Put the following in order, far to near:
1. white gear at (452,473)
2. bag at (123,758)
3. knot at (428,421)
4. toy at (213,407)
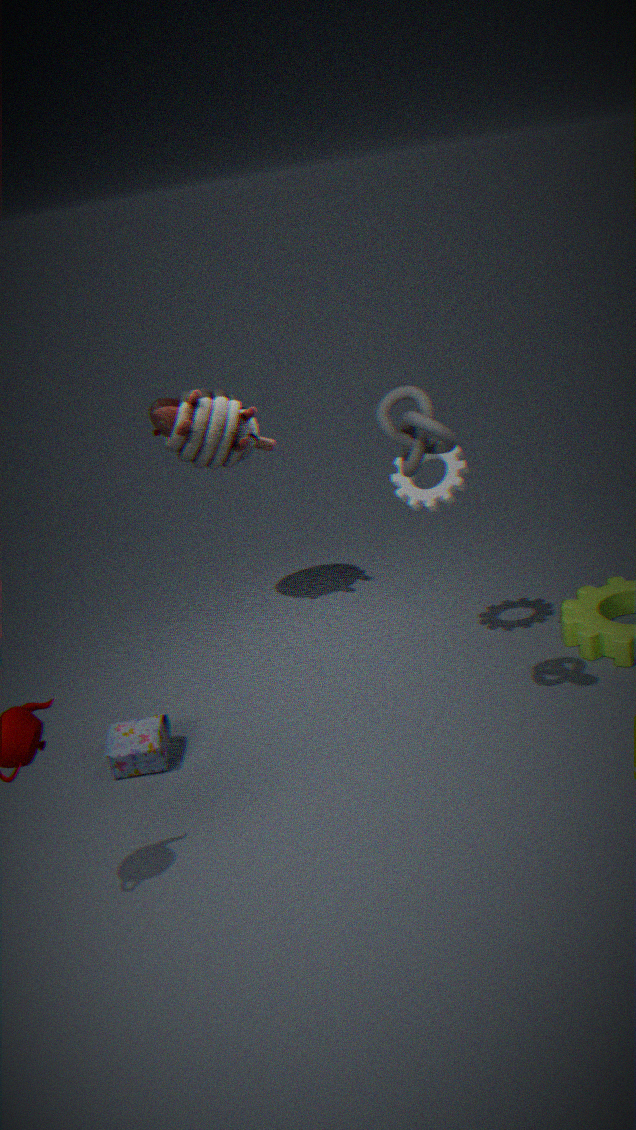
1. toy at (213,407)
2. white gear at (452,473)
3. bag at (123,758)
4. knot at (428,421)
